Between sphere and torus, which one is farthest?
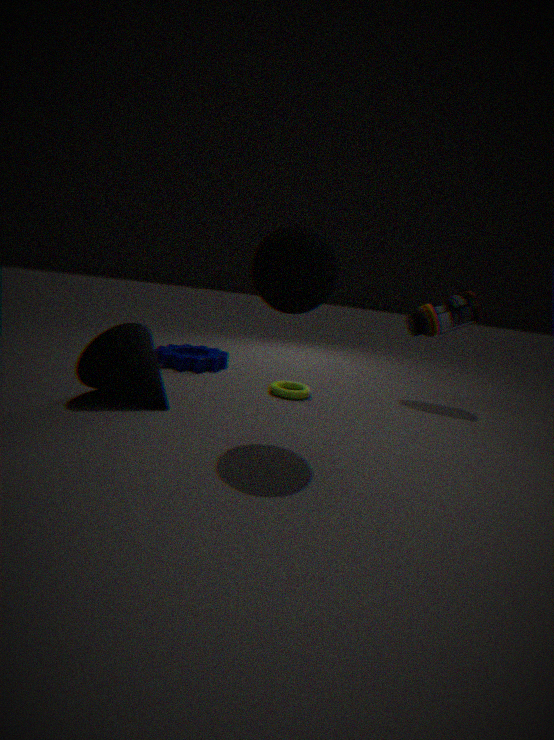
torus
